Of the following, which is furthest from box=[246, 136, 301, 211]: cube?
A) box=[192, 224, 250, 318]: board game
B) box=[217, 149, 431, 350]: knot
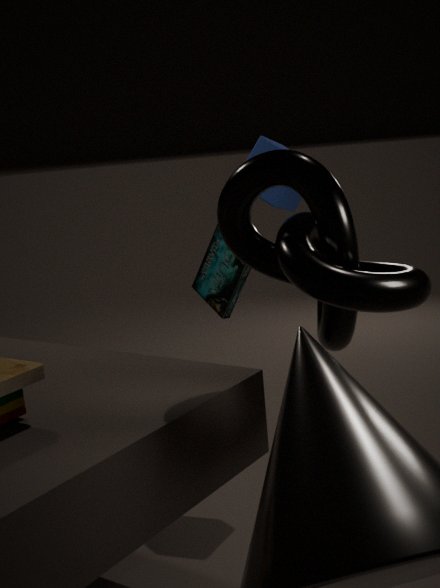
box=[217, 149, 431, 350]: knot
